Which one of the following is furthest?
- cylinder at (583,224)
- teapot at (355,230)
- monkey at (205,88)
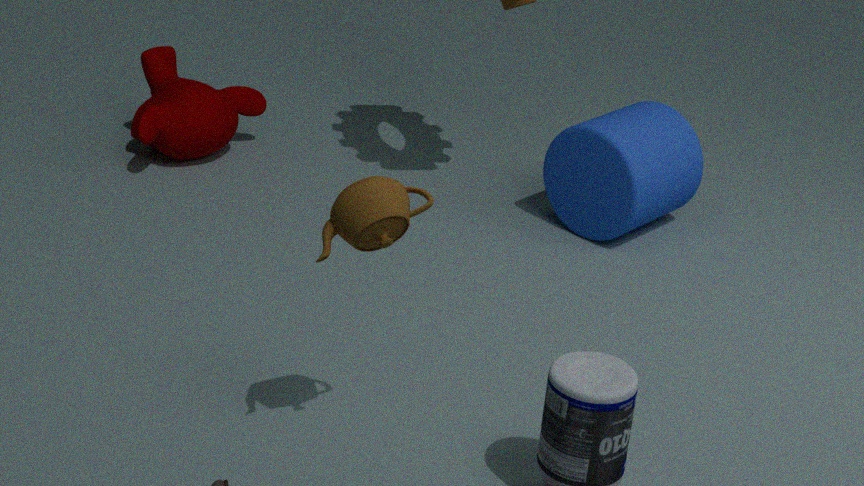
monkey at (205,88)
